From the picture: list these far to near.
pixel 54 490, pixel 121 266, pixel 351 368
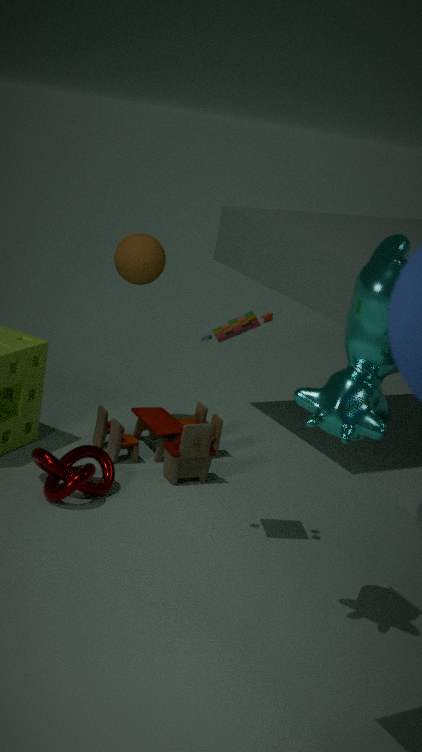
pixel 121 266 → pixel 54 490 → pixel 351 368
